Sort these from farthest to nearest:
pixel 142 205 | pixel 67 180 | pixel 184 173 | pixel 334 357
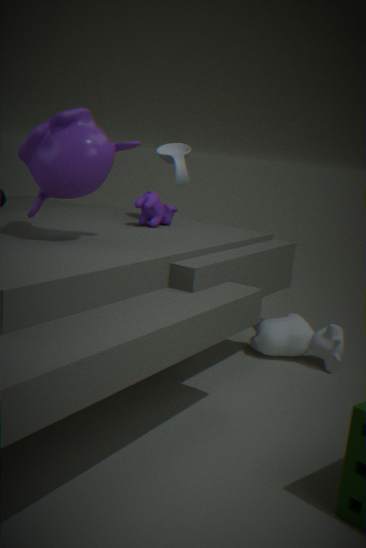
1. pixel 334 357
2. pixel 184 173
3. pixel 142 205
4. pixel 67 180
